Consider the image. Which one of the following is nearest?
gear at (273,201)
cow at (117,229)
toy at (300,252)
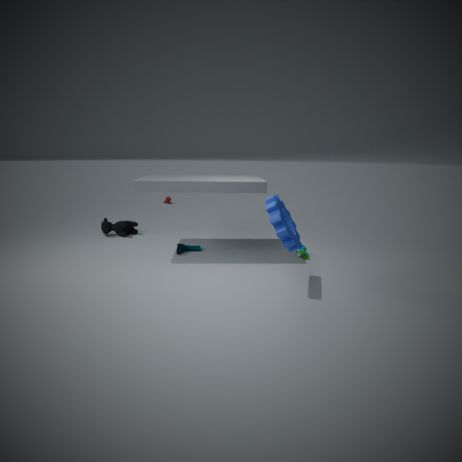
gear at (273,201)
